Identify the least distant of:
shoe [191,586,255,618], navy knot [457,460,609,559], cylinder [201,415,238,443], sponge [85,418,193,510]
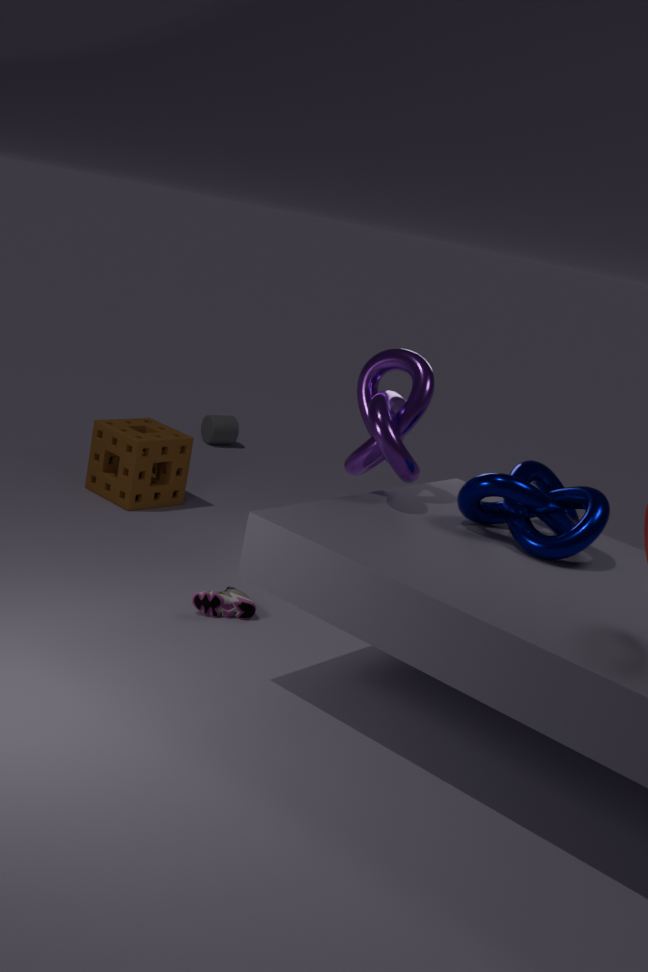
navy knot [457,460,609,559]
